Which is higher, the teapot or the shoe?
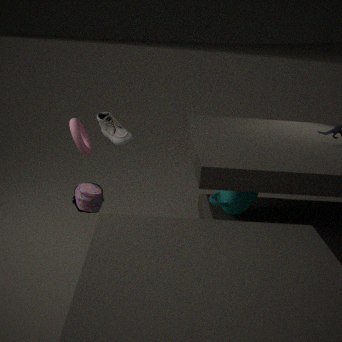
the shoe
